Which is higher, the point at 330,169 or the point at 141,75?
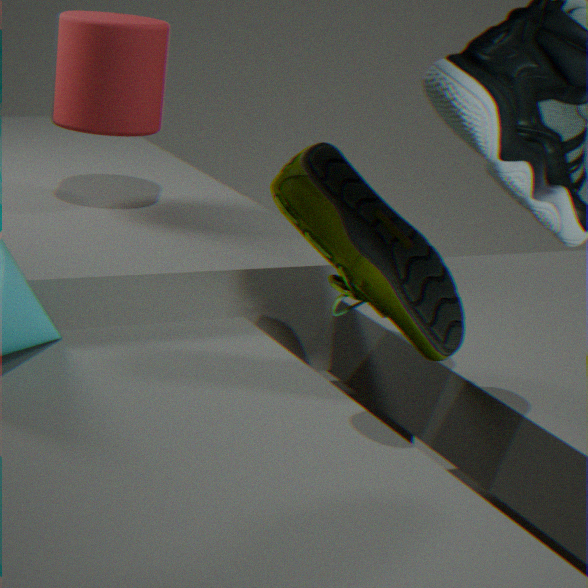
the point at 141,75
